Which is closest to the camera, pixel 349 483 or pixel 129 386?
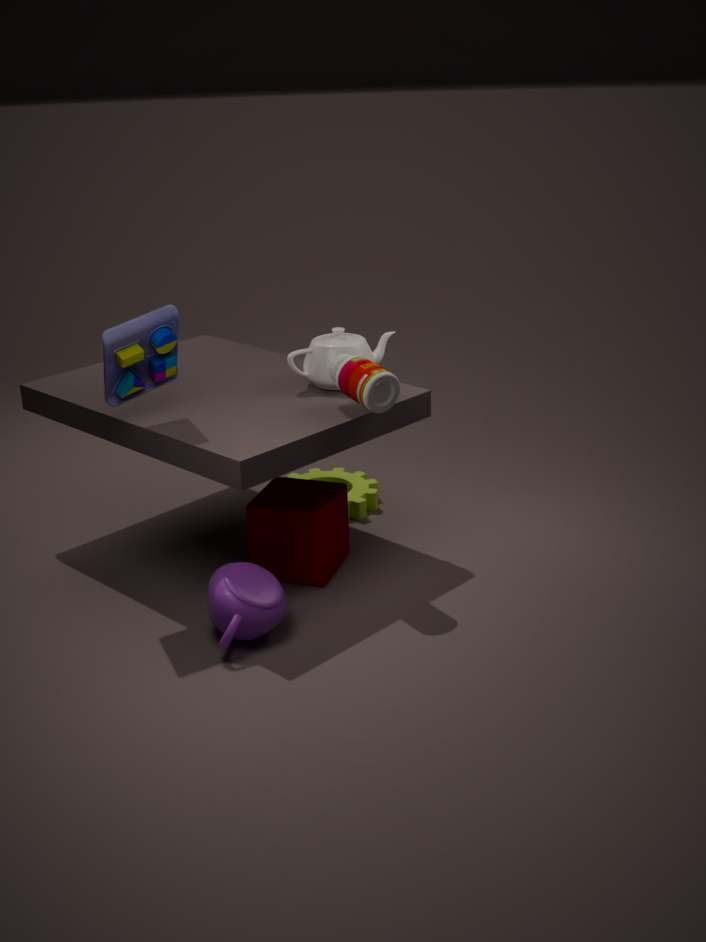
pixel 129 386
